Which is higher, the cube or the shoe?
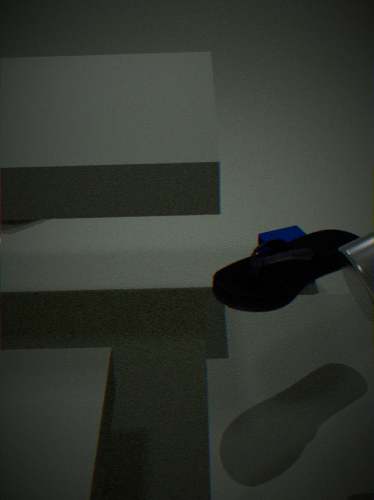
the shoe
